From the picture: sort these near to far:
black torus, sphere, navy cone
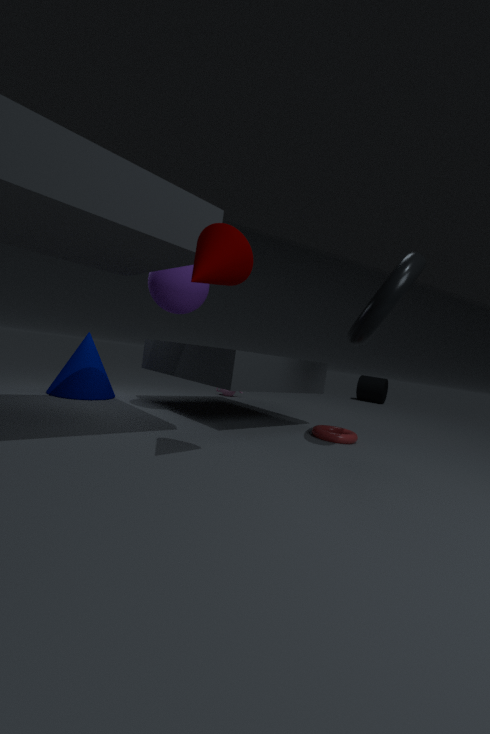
black torus → sphere → navy cone
